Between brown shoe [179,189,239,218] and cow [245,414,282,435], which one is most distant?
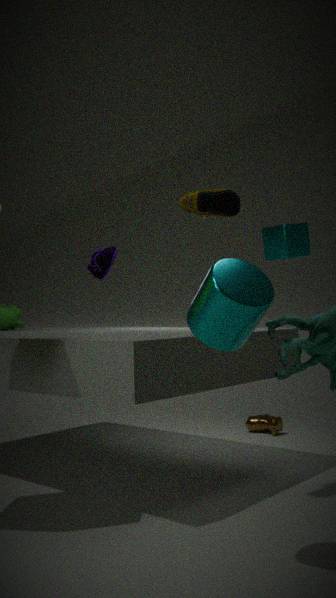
cow [245,414,282,435]
